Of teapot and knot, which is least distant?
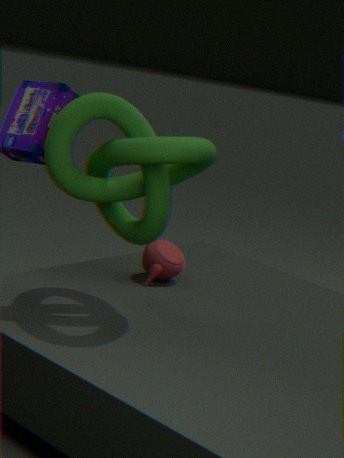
knot
